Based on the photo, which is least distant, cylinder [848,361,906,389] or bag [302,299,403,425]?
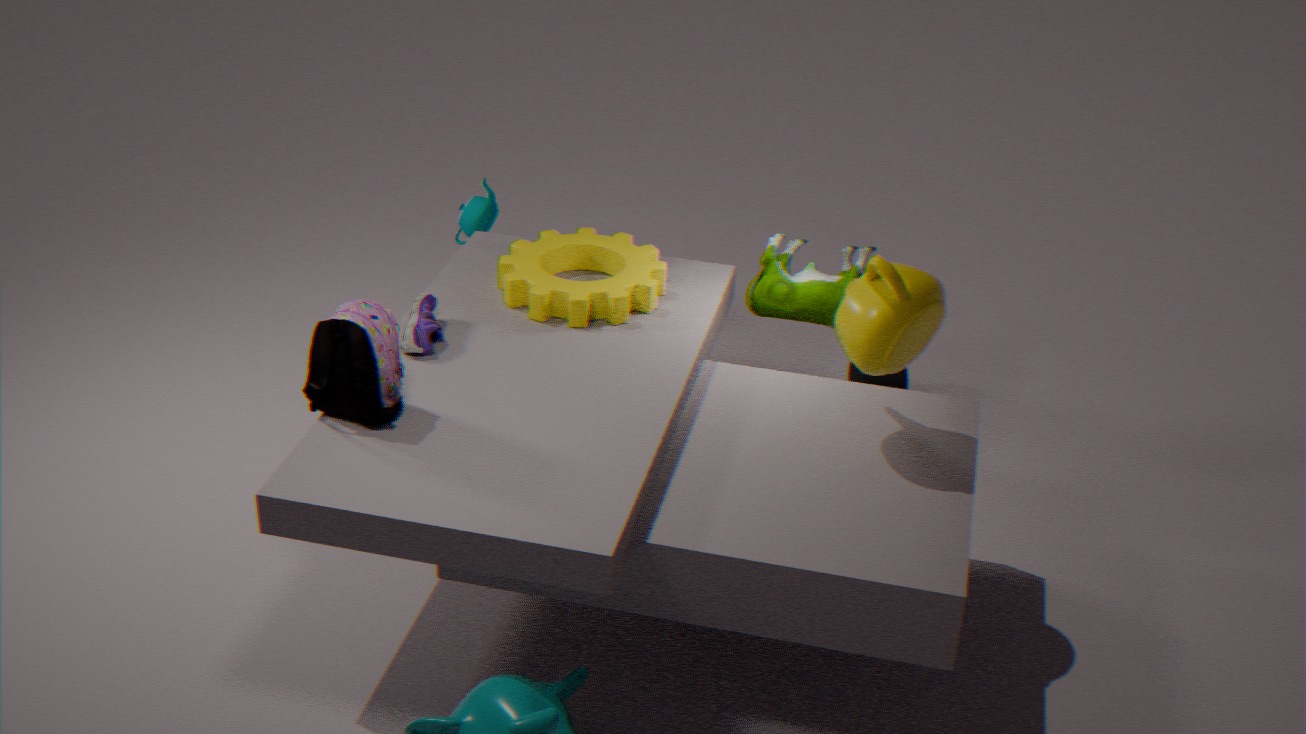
bag [302,299,403,425]
